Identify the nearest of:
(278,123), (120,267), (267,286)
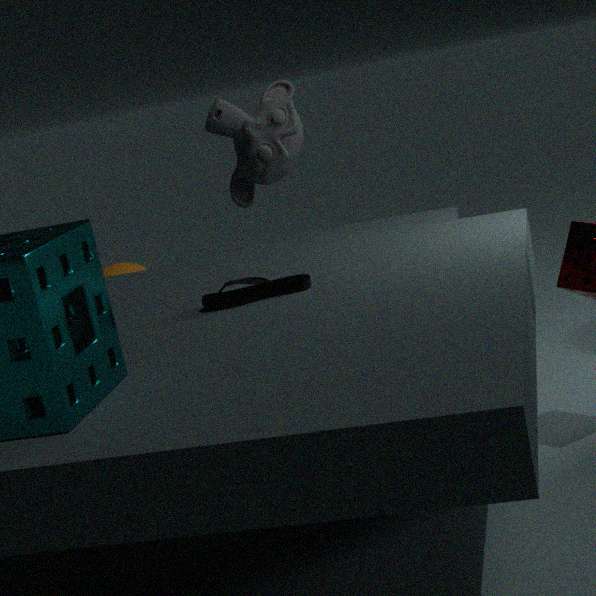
(267,286)
